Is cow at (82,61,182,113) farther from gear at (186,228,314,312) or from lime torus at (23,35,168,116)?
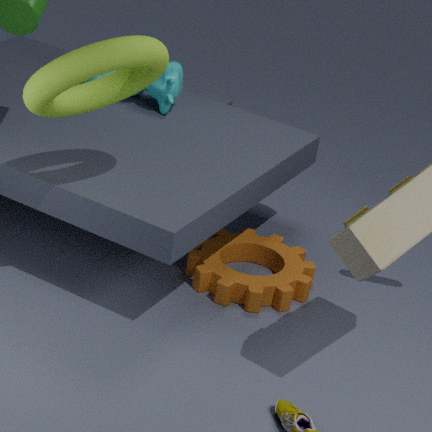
lime torus at (23,35,168,116)
